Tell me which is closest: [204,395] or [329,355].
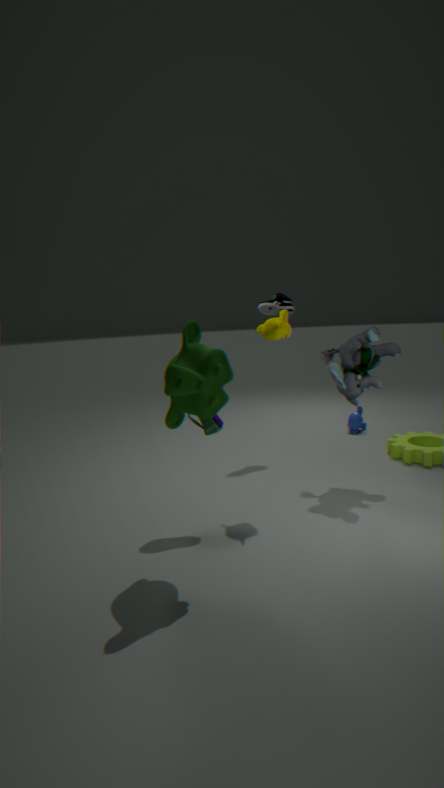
[204,395]
